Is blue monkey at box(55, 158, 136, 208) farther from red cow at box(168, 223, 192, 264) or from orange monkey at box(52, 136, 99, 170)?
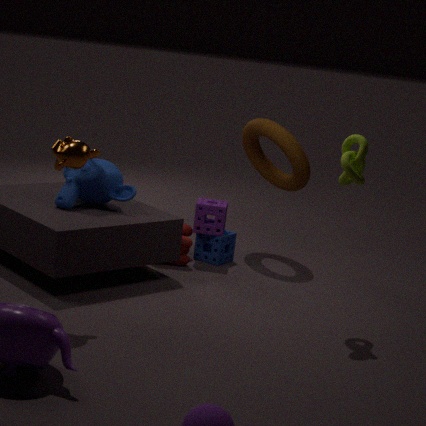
orange monkey at box(52, 136, 99, 170)
